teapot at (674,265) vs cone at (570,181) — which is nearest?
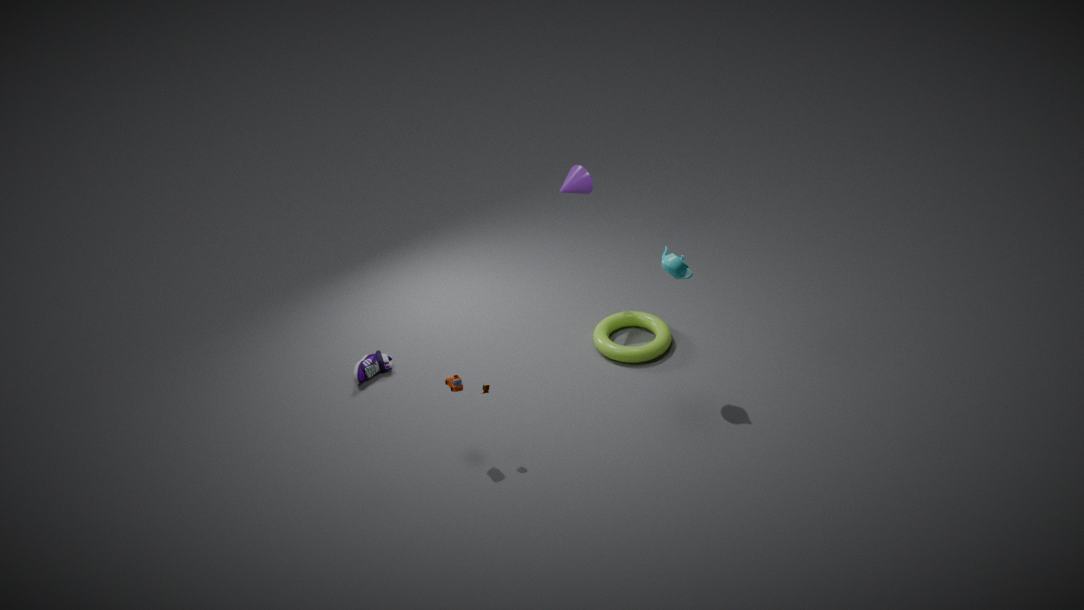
teapot at (674,265)
